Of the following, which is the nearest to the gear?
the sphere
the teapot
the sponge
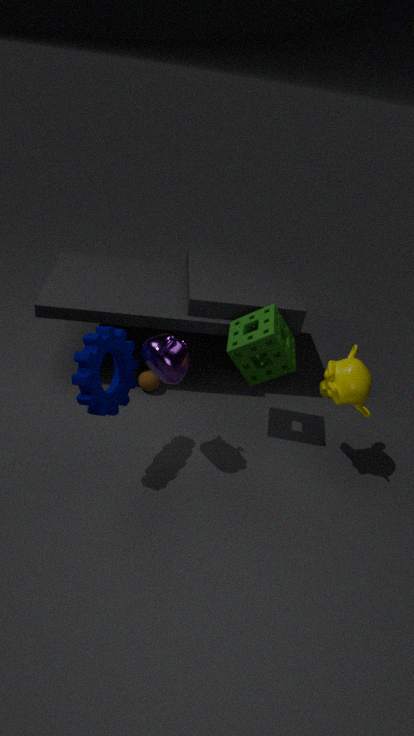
the teapot
